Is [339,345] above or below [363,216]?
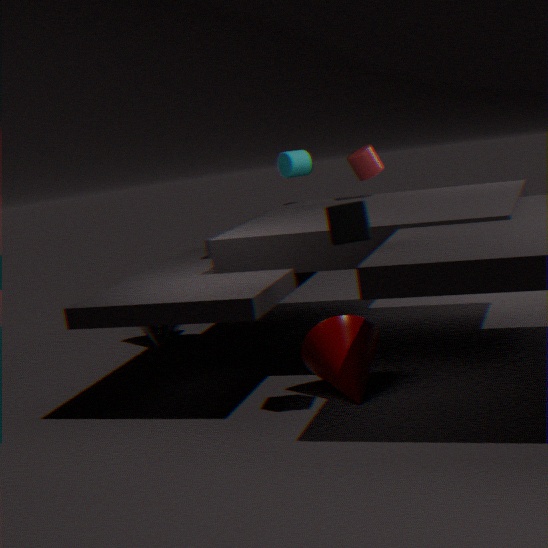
below
